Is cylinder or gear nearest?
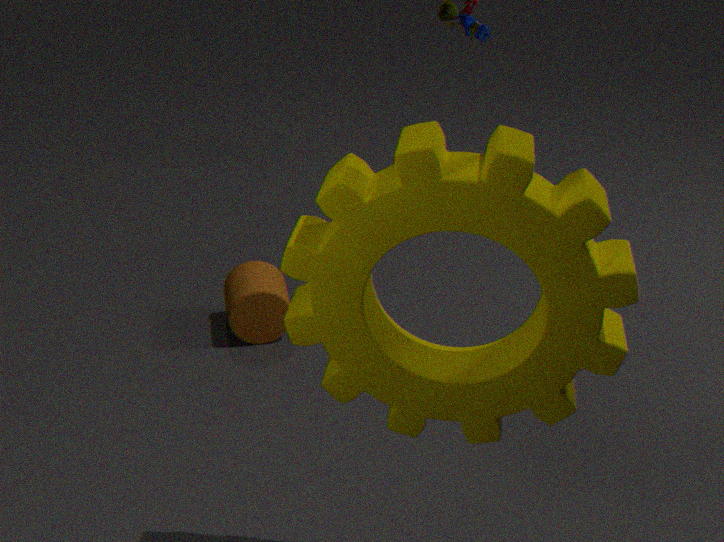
gear
